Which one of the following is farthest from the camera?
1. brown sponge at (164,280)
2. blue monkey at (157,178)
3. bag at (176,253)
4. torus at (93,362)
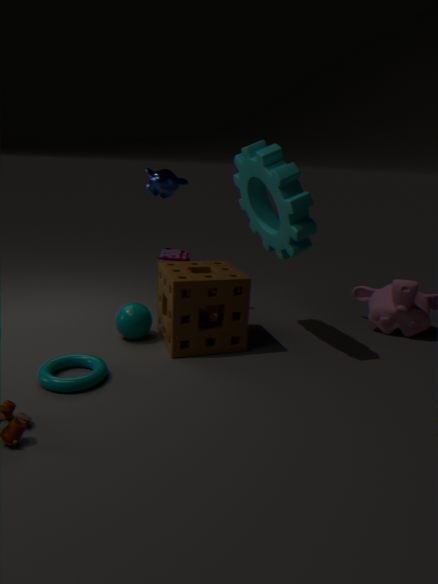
bag at (176,253)
